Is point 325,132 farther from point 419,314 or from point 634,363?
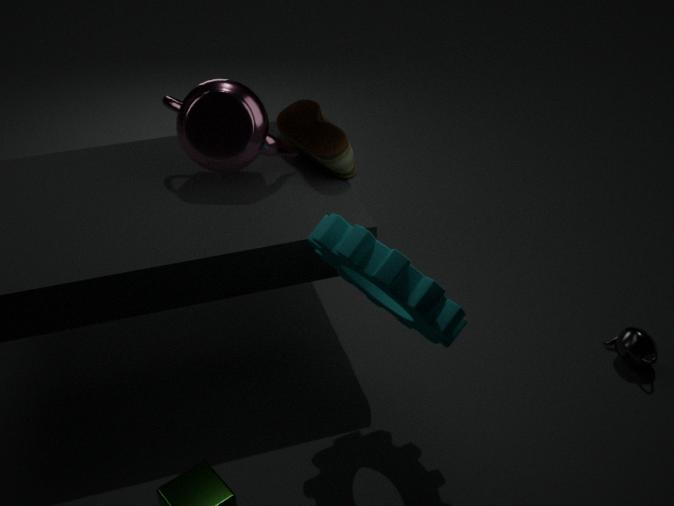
point 634,363
